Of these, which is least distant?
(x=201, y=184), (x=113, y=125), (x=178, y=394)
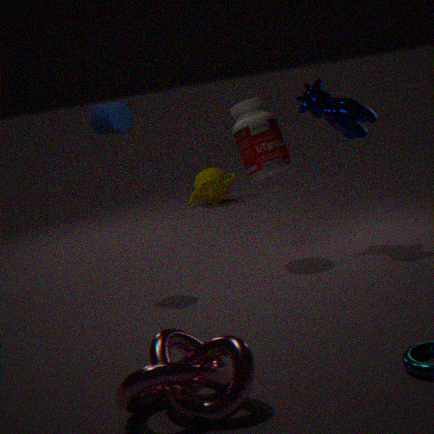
(x=178, y=394)
